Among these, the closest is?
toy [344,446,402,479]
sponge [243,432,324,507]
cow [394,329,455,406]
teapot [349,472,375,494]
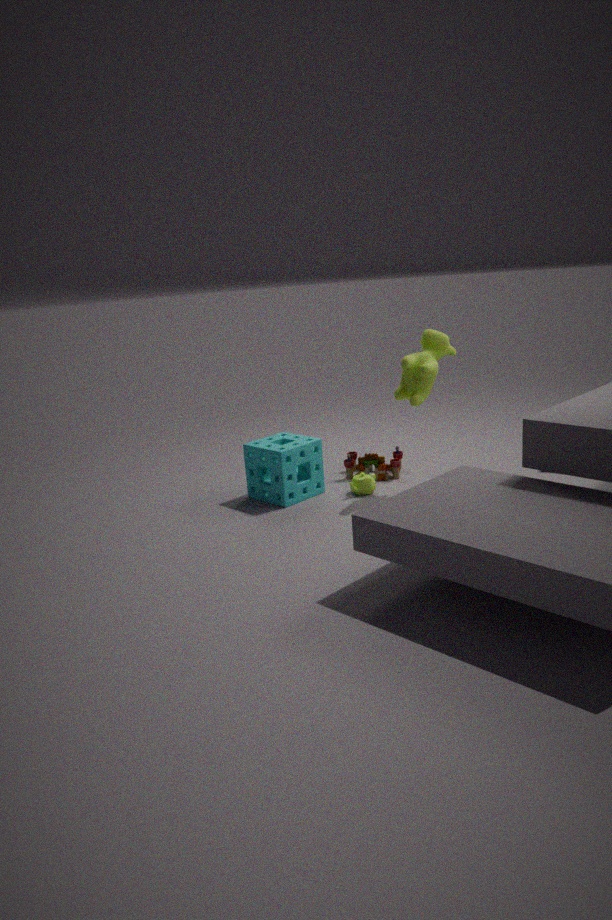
cow [394,329,455,406]
